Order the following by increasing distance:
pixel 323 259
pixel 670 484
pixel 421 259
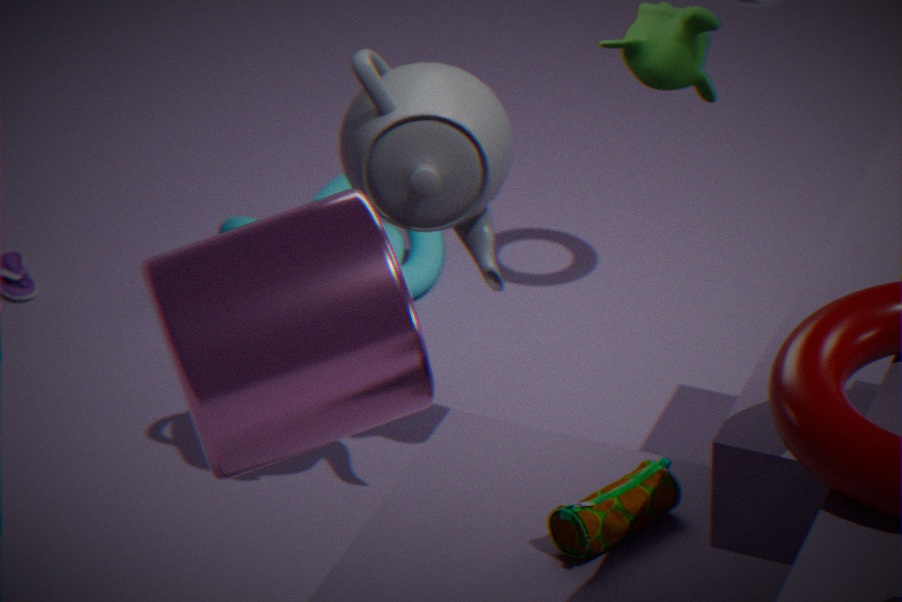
1. pixel 323 259
2. pixel 670 484
3. pixel 421 259
